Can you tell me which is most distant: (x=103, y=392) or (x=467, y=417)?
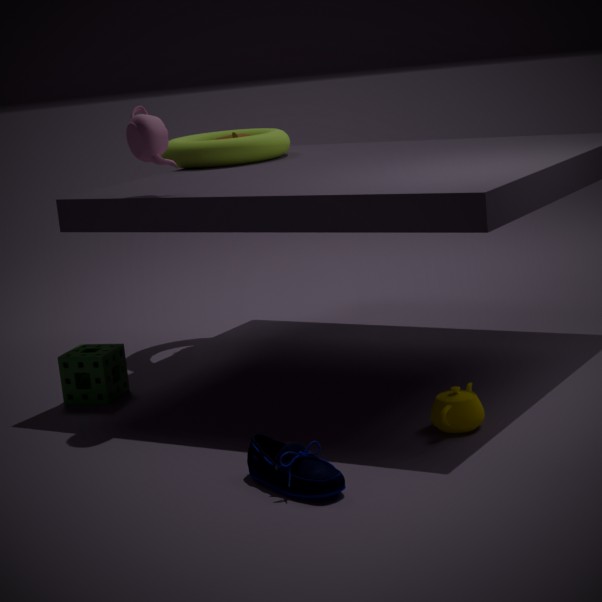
(x=103, y=392)
